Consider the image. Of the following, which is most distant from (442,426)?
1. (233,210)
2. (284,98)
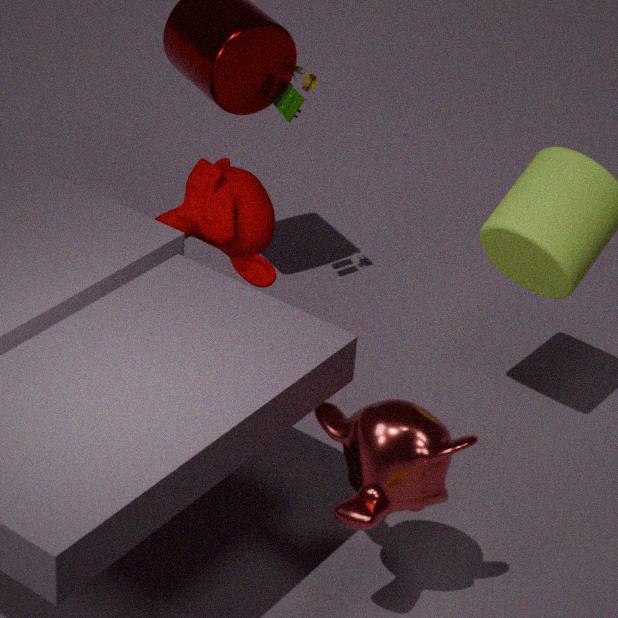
(284,98)
